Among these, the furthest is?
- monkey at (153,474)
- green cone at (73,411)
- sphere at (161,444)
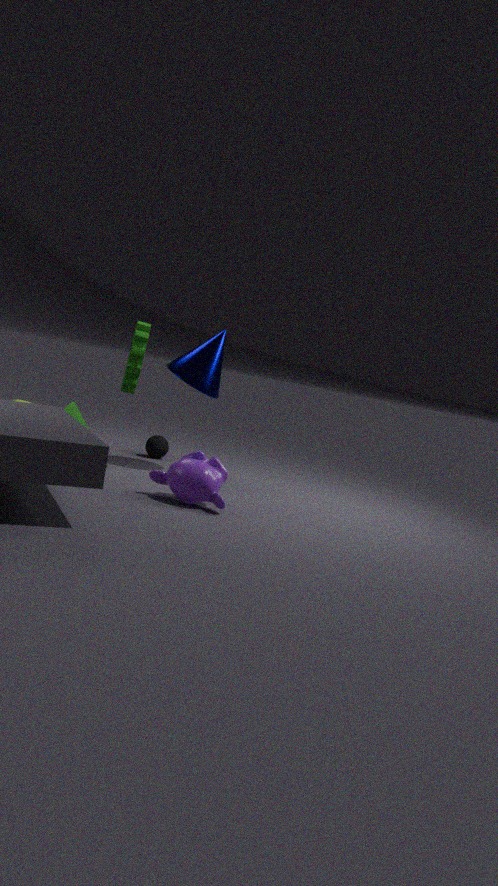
sphere at (161,444)
